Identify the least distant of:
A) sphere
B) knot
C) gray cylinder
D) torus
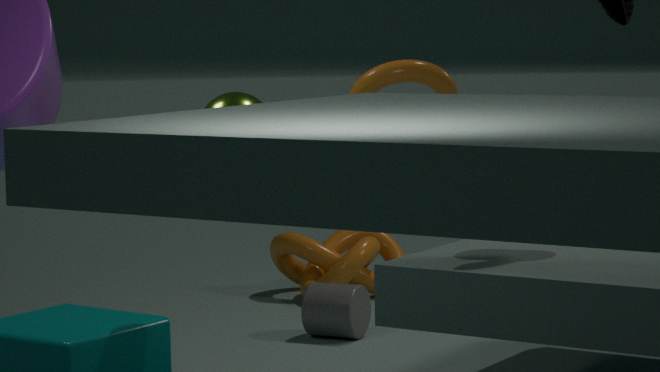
sphere
